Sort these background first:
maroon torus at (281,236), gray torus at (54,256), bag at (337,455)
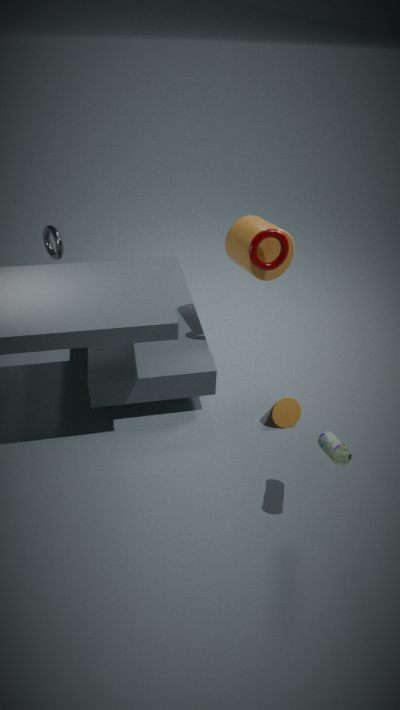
1. gray torus at (54,256)
2. maroon torus at (281,236)
3. bag at (337,455)
